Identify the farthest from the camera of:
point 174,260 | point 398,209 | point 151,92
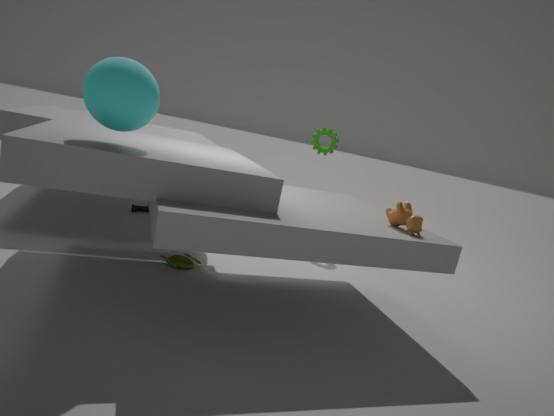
point 174,260
